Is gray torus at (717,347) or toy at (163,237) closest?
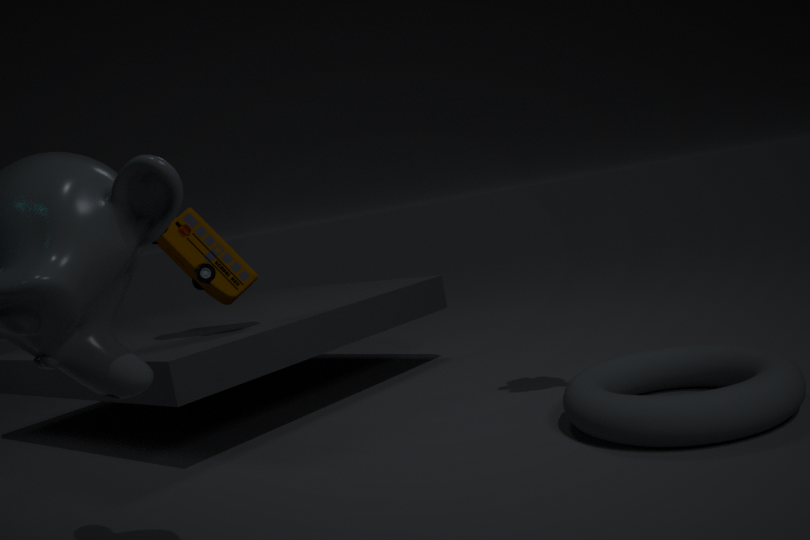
gray torus at (717,347)
